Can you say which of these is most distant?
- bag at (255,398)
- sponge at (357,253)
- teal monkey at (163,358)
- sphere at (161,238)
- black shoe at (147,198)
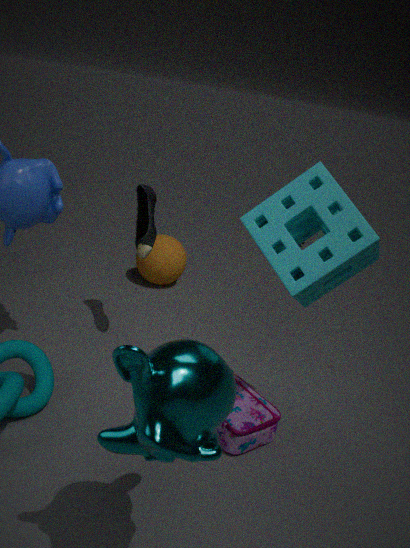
sphere at (161,238)
